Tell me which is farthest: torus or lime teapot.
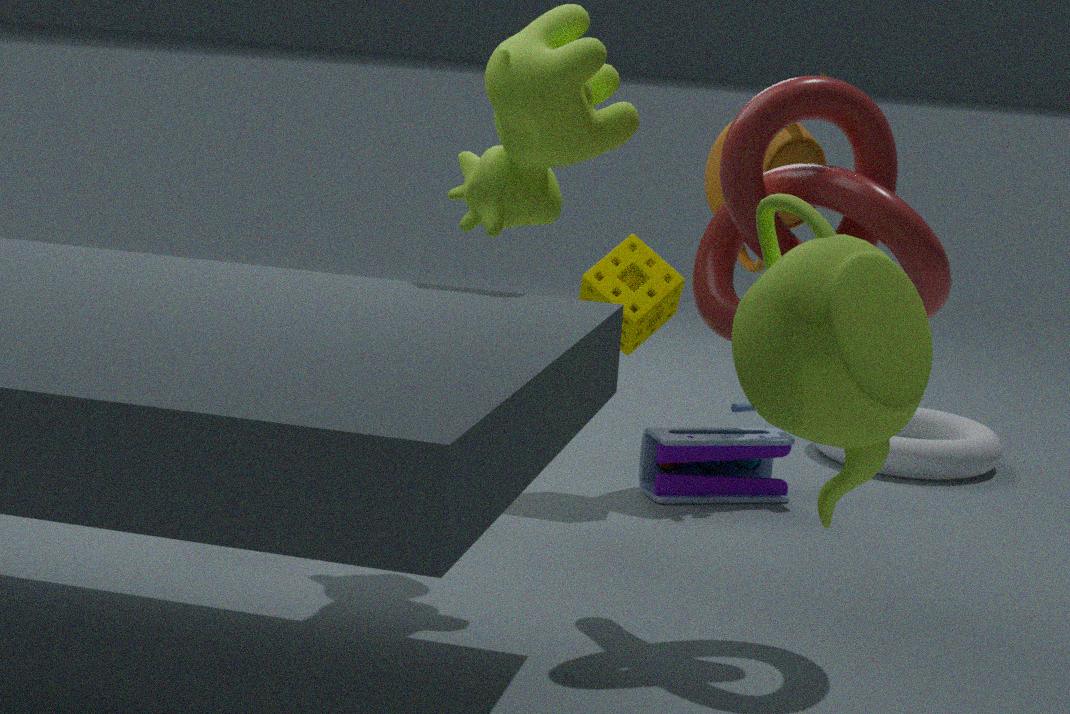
torus
